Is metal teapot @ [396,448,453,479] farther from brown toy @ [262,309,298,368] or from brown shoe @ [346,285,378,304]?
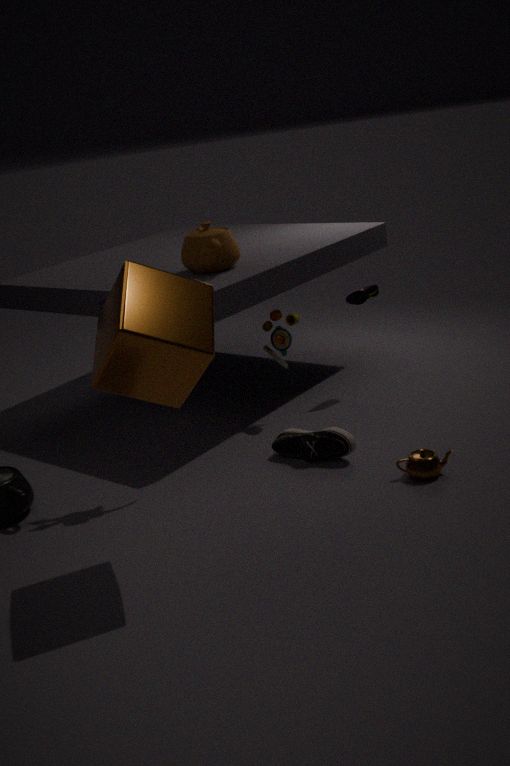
brown shoe @ [346,285,378,304]
